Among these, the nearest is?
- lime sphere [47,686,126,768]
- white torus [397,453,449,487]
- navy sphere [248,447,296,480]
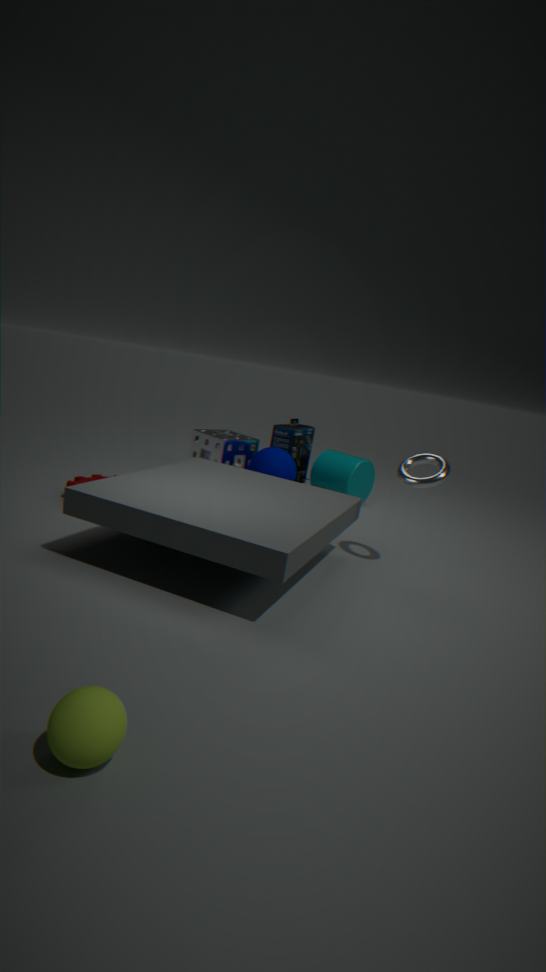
lime sphere [47,686,126,768]
